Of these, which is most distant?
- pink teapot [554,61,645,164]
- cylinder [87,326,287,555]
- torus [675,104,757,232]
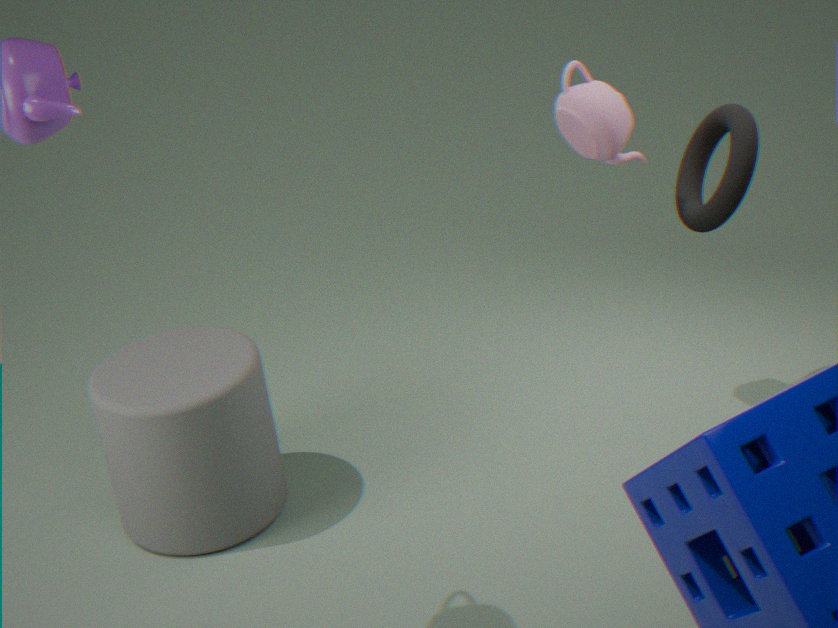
cylinder [87,326,287,555]
